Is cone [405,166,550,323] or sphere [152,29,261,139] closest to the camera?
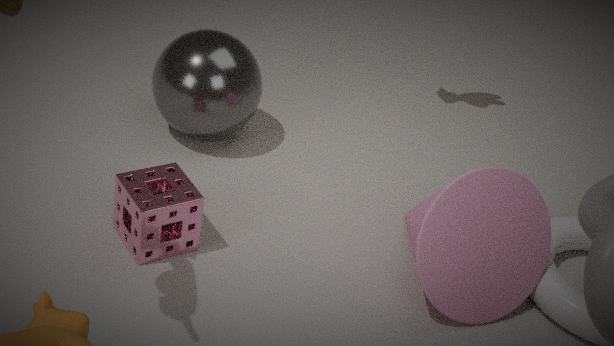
cone [405,166,550,323]
